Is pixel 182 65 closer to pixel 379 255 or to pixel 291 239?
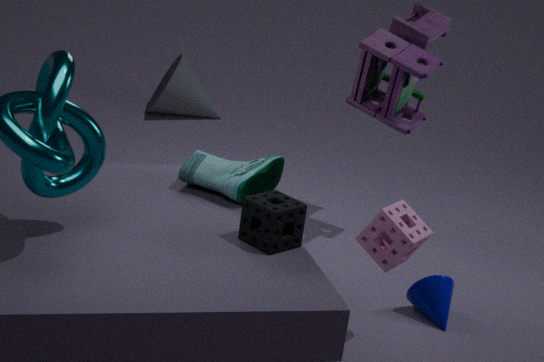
pixel 291 239
